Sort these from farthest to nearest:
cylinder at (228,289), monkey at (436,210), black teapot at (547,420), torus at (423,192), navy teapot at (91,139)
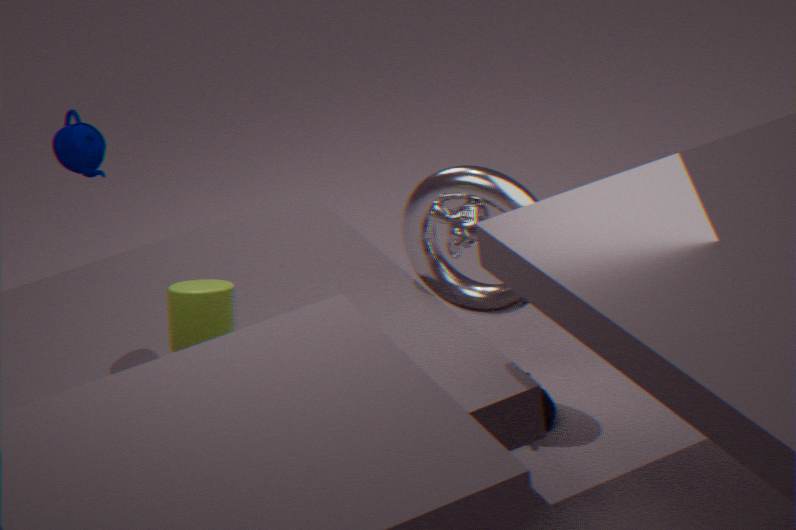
1. black teapot at (547,420)
2. monkey at (436,210)
3. torus at (423,192)
4. navy teapot at (91,139)
5. cylinder at (228,289)
